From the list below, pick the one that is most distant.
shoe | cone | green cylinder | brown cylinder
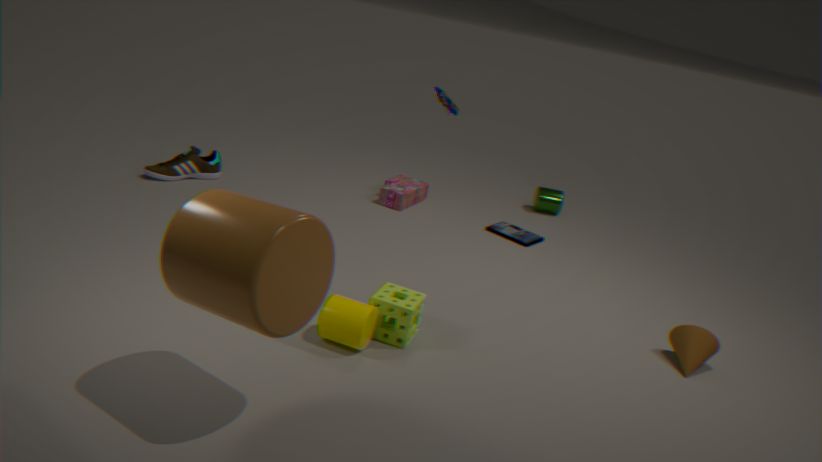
green cylinder
